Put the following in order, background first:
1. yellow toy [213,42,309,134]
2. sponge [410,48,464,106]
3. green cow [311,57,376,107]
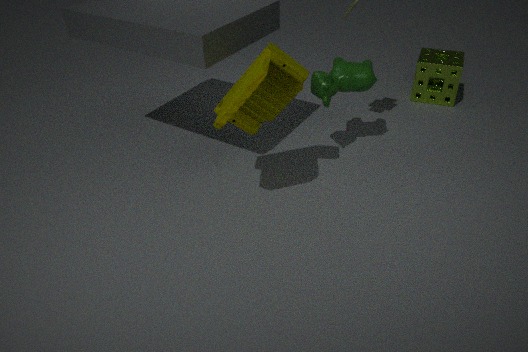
sponge [410,48,464,106], green cow [311,57,376,107], yellow toy [213,42,309,134]
